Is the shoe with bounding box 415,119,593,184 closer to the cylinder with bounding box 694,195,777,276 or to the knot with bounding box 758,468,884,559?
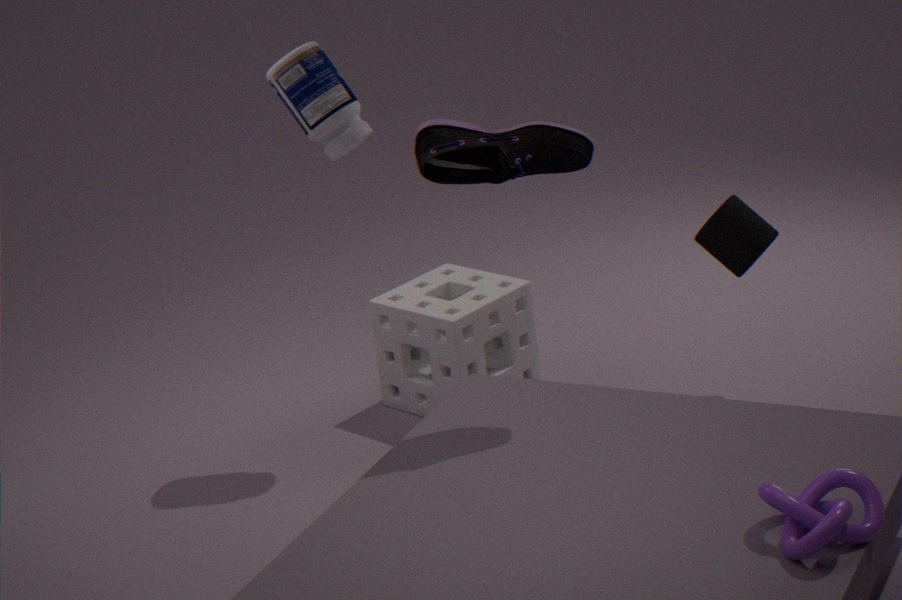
the cylinder with bounding box 694,195,777,276
